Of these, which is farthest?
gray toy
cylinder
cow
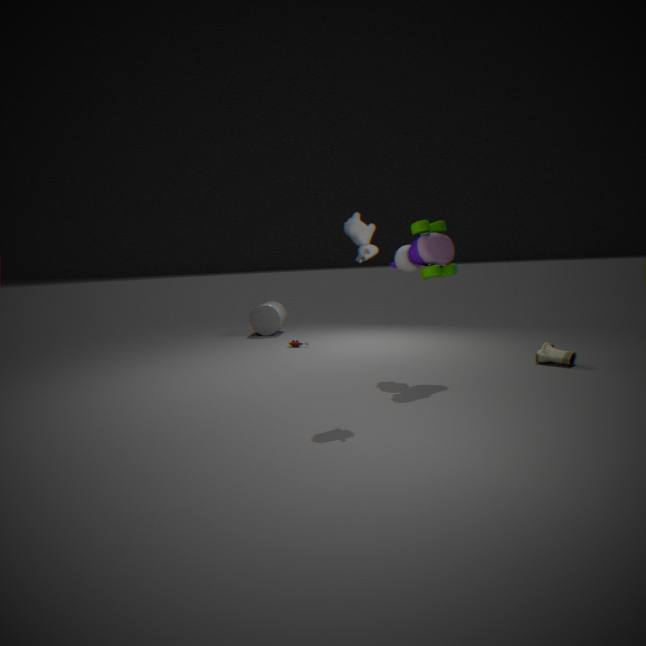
cylinder
